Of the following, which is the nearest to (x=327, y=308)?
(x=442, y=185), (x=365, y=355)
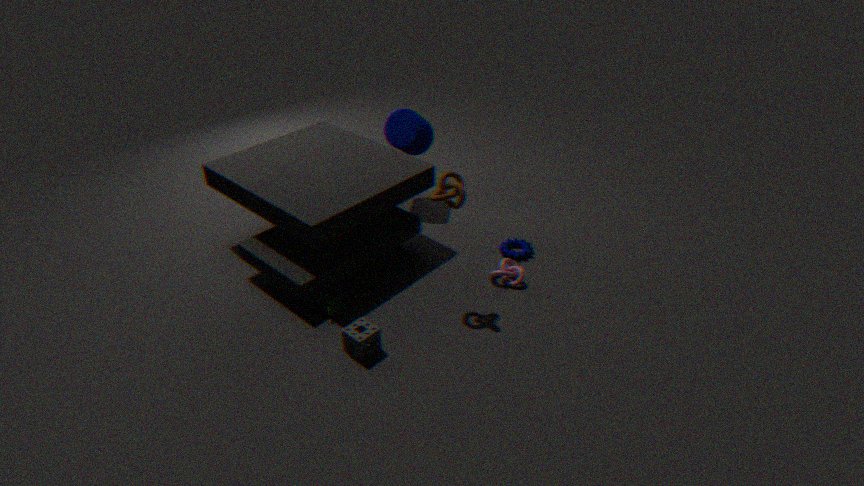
(x=365, y=355)
